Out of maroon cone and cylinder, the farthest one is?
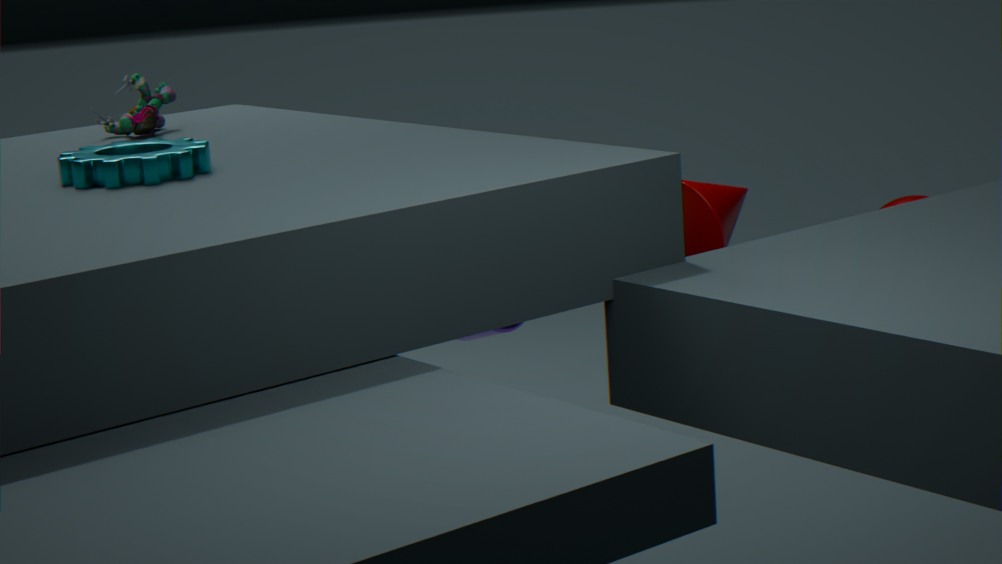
cylinder
